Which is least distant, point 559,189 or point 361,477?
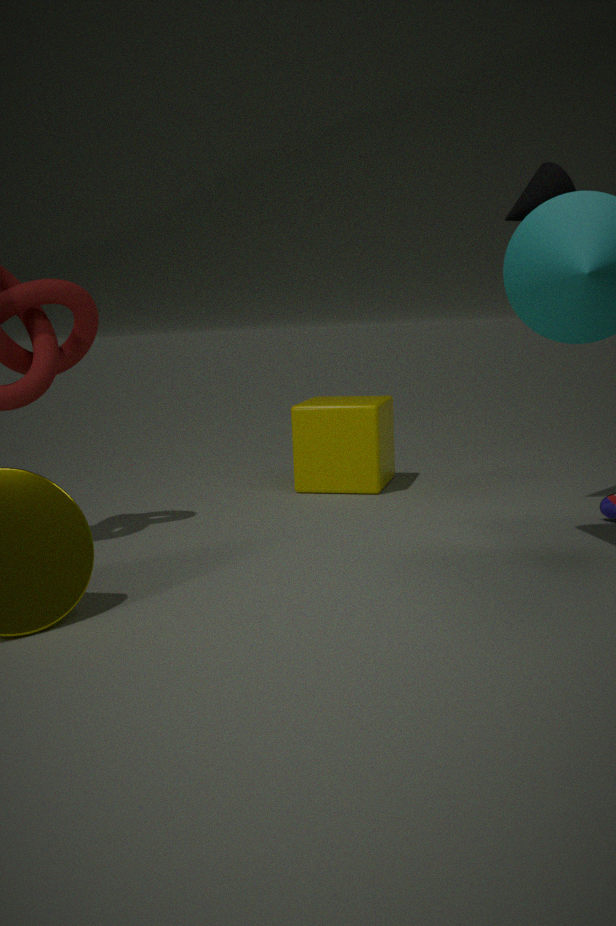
point 559,189
